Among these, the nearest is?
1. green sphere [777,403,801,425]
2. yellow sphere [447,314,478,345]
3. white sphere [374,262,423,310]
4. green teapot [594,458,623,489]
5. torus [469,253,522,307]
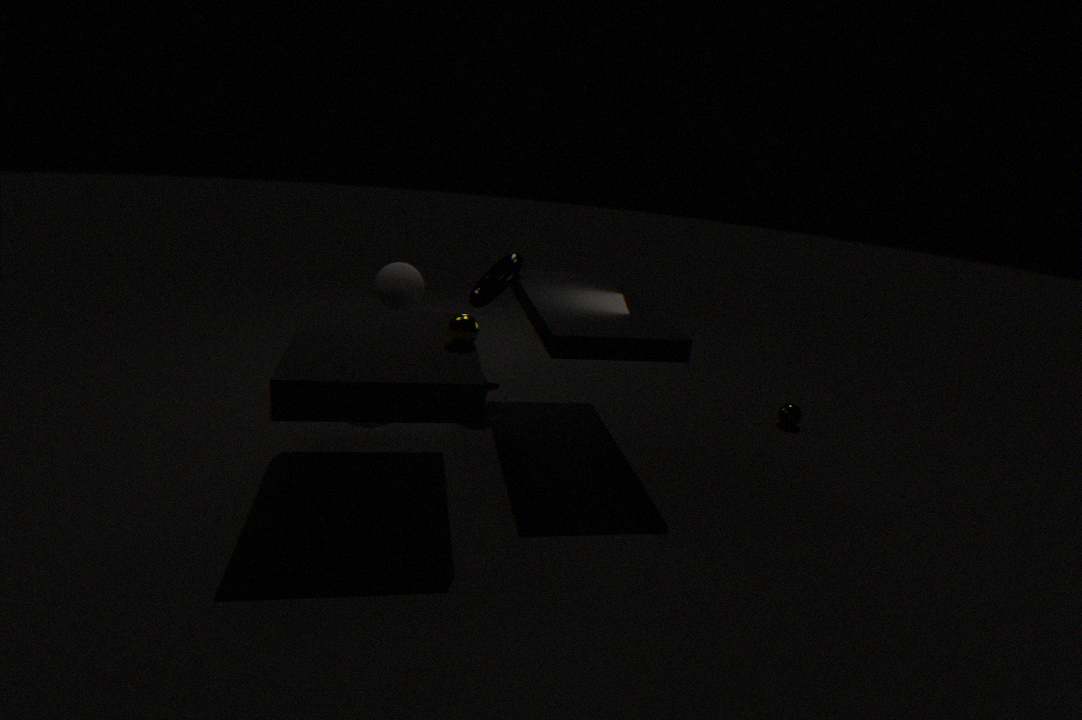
yellow sphere [447,314,478,345]
